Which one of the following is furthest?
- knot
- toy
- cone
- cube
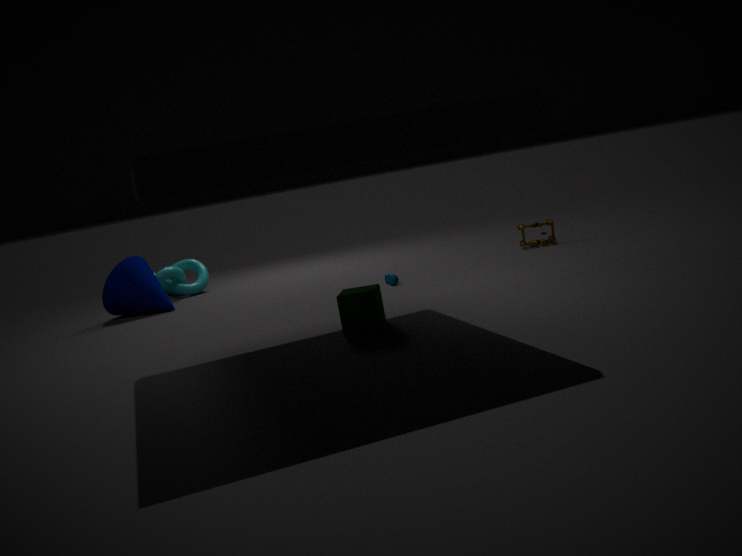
knot
